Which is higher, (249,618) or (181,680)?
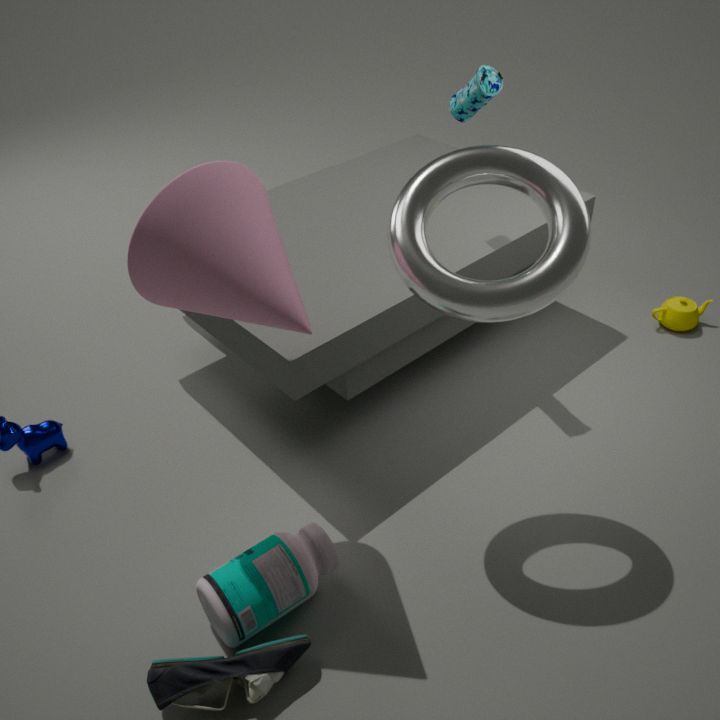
(249,618)
